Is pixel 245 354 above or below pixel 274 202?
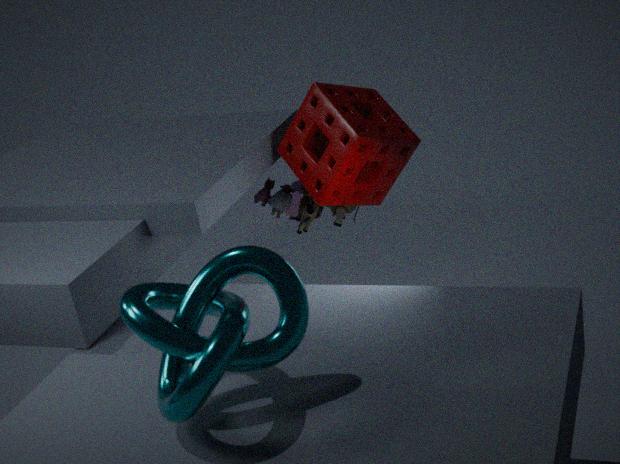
above
